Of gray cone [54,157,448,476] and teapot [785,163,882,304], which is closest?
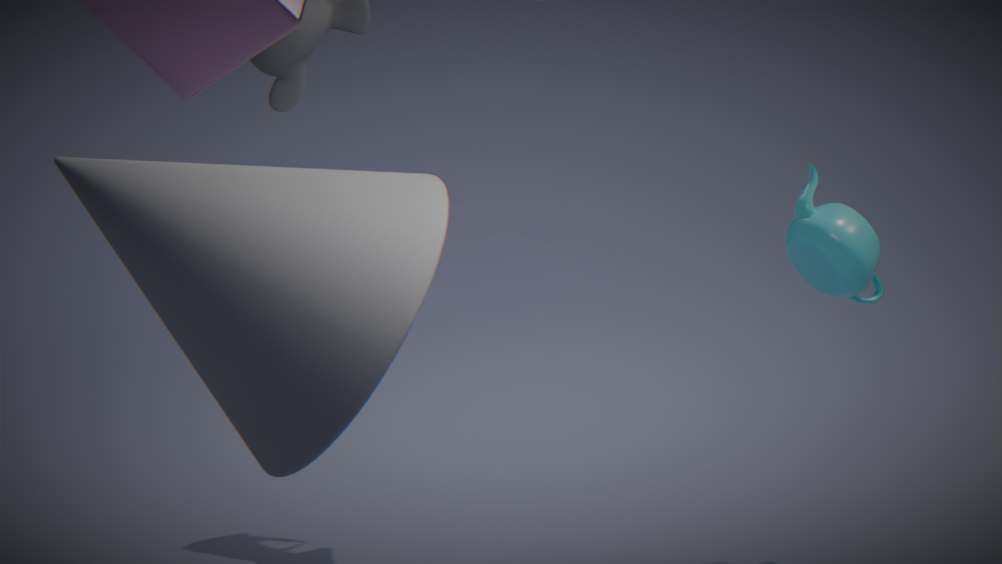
gray cone [54,157,448,476]
